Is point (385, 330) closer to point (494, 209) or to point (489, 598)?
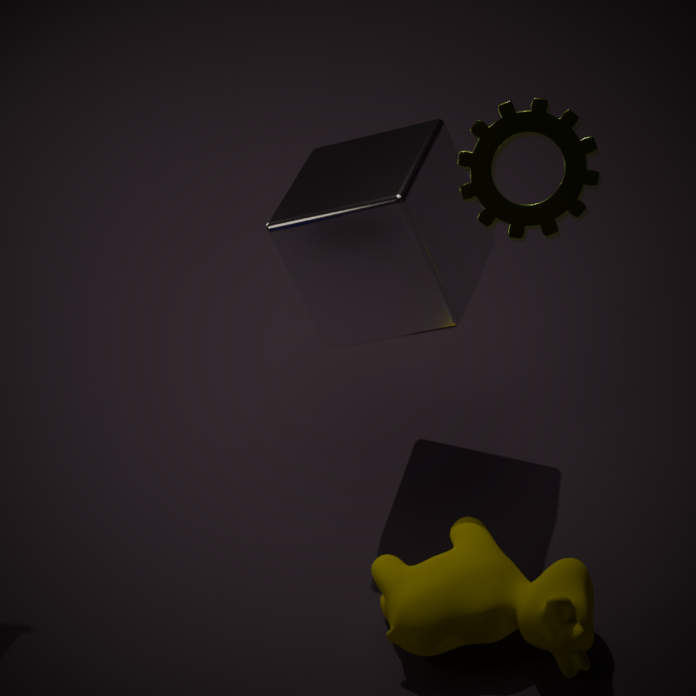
point (494, 209)
